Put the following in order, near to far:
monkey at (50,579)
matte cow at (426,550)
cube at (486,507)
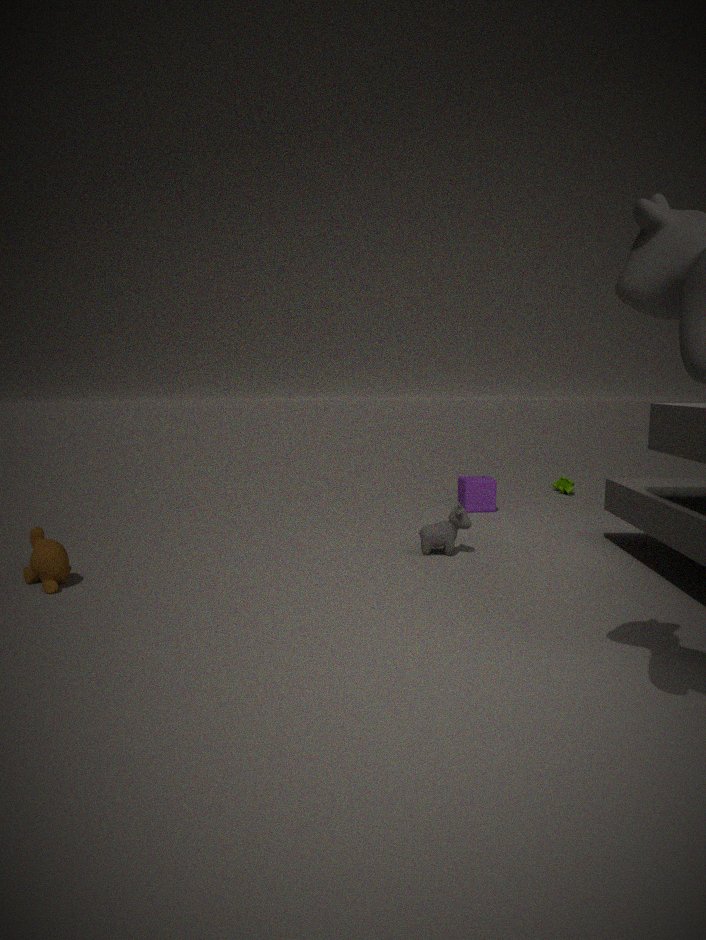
monkey at (50,579) < matte cow at (426,550) < cube at (486,507)
